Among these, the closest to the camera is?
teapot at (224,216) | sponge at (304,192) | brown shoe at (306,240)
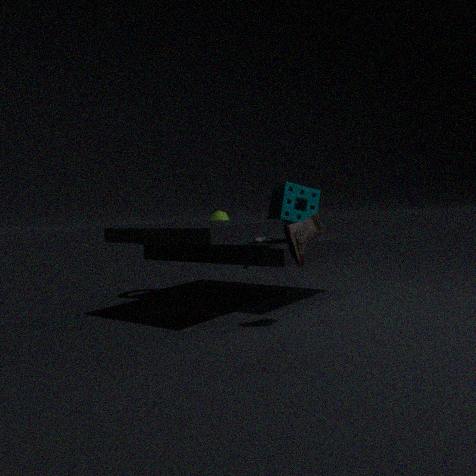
brown shoe at (306,240)
